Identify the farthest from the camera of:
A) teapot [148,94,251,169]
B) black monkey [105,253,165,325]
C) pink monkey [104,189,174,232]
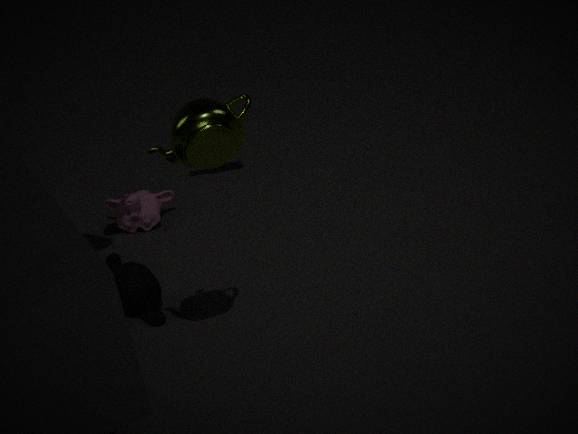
pink monkey [104,189,174,232]
